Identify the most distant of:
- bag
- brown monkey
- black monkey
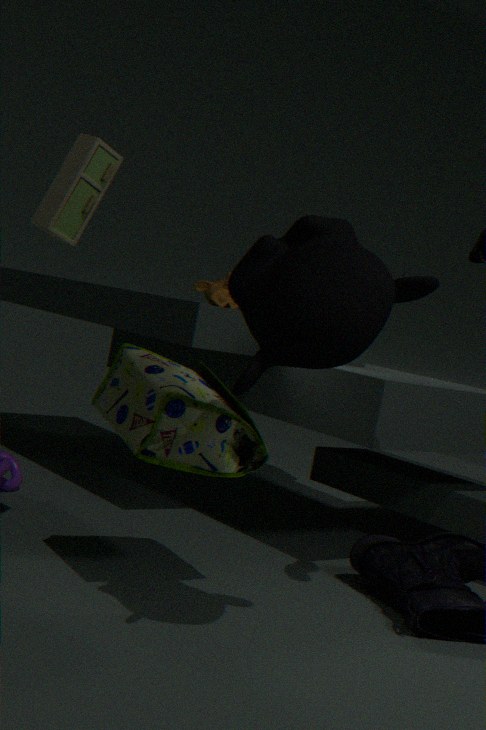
brown monkey
